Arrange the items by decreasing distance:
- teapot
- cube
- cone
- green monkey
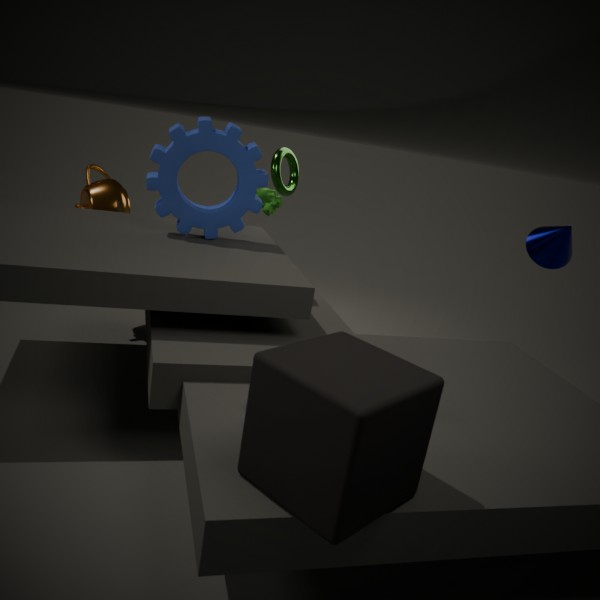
green monkey, teapot, cone, cube
